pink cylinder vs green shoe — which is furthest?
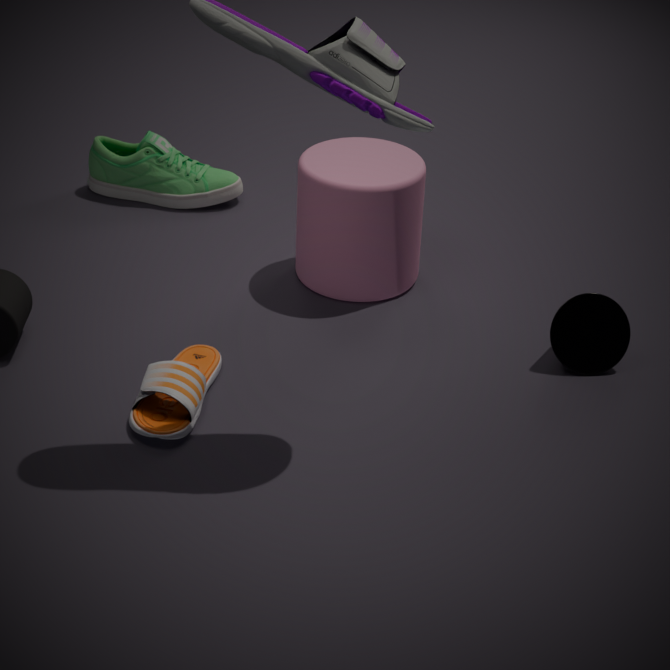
green shoe
